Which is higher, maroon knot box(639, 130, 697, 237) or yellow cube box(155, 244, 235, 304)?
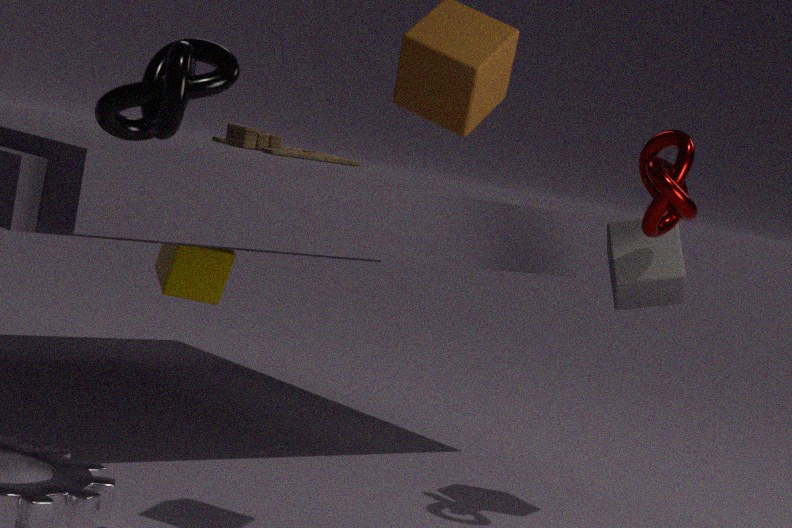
maroon knot box(639, 130, 697, 237)
